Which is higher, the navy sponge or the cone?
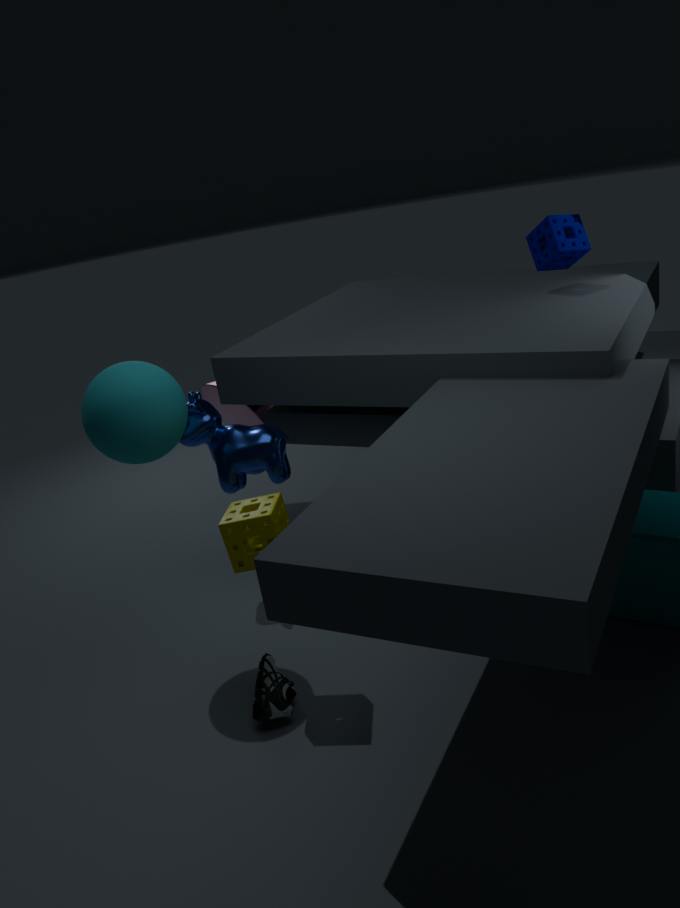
the navy sponge
